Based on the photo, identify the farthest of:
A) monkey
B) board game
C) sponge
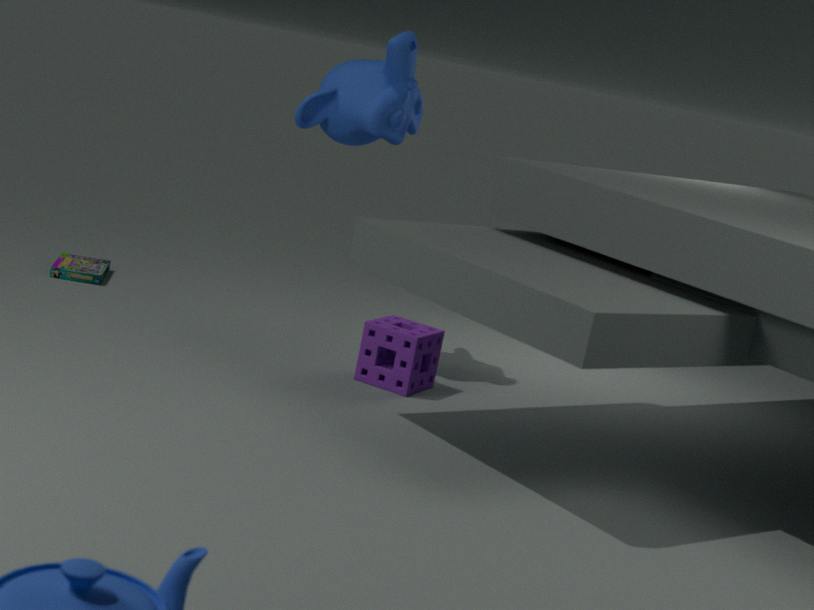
B. board game
